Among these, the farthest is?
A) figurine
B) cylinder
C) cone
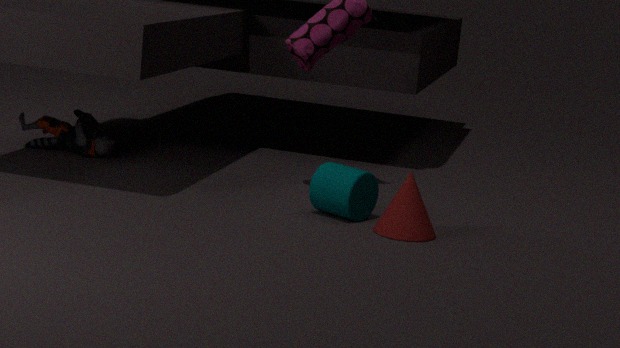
A. figurine
